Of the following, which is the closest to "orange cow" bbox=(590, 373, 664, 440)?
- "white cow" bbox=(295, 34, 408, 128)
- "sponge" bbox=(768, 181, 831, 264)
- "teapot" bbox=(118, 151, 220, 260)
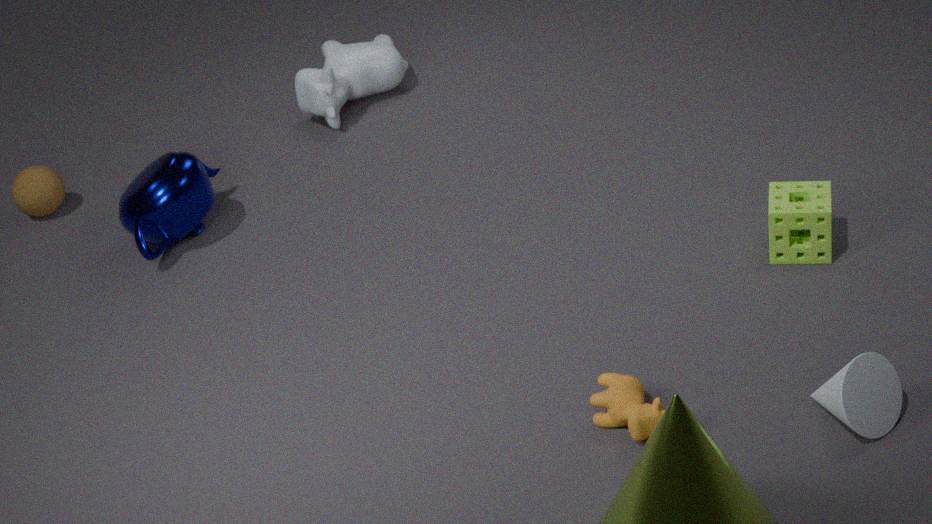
"sponge" bbox=(768, 181, 831, 264)
